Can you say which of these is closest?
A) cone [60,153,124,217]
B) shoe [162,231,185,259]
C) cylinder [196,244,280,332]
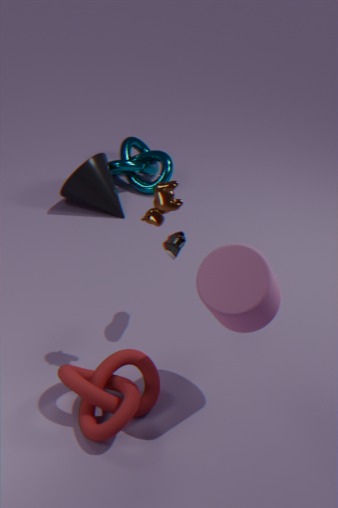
cylinder [196,244,280,332]
